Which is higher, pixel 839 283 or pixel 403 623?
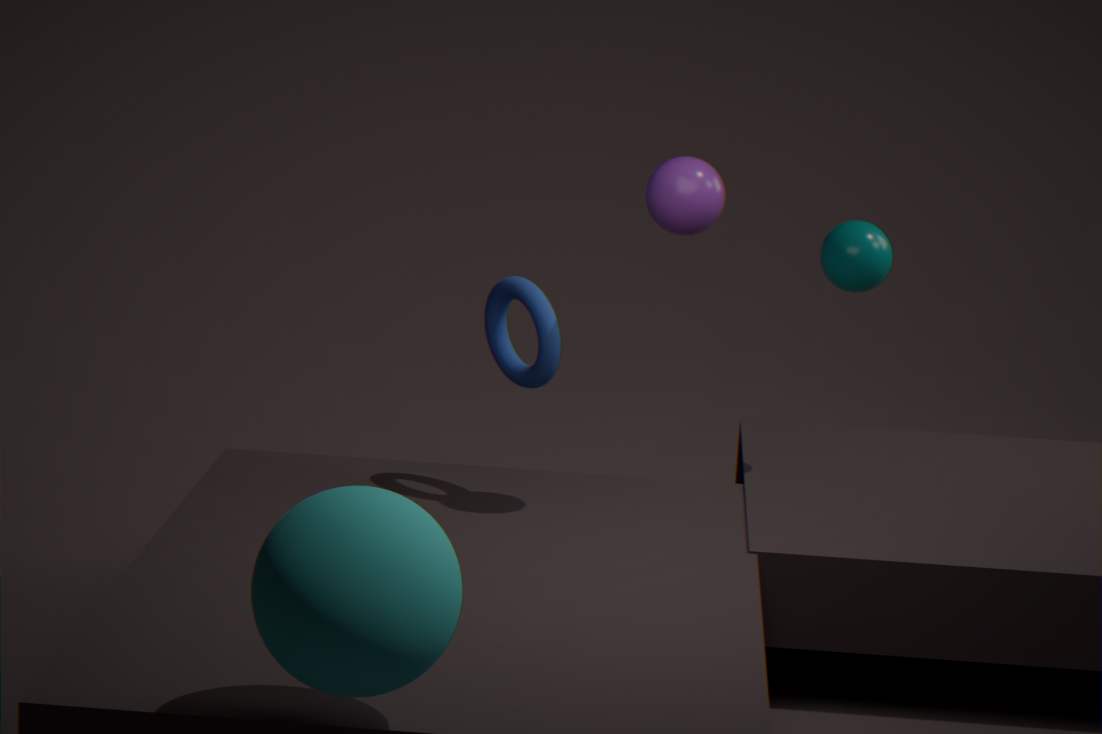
pixel 839 283
